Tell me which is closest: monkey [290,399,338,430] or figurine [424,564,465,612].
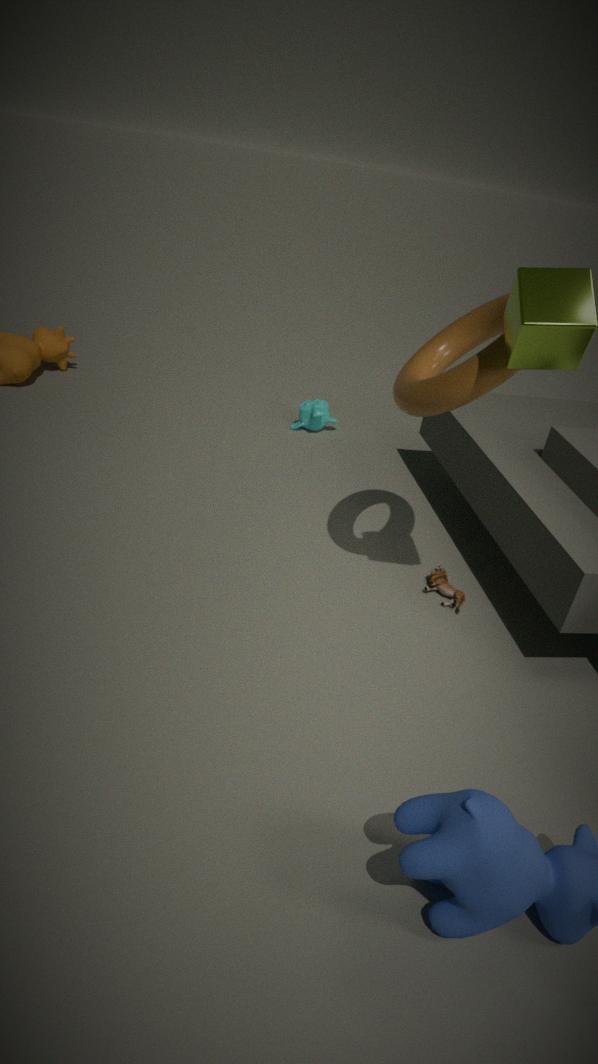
figurine [424,564,465,612]
